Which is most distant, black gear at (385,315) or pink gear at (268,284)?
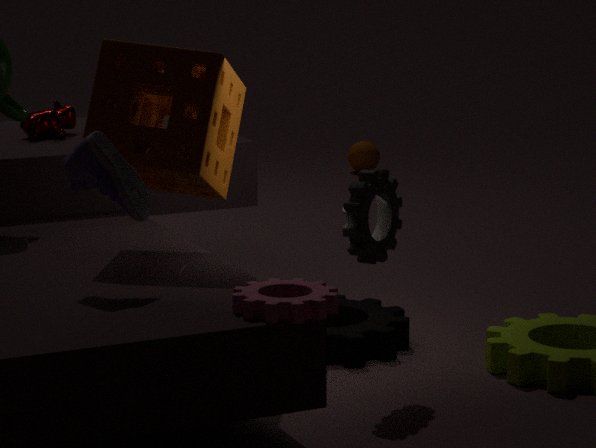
black gear at (385,315)
